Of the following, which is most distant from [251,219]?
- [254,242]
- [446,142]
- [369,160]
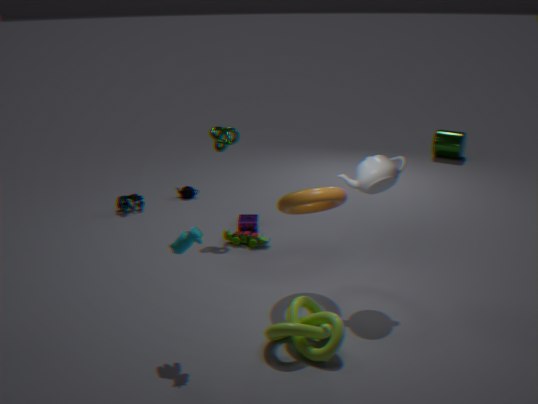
[446,142]
